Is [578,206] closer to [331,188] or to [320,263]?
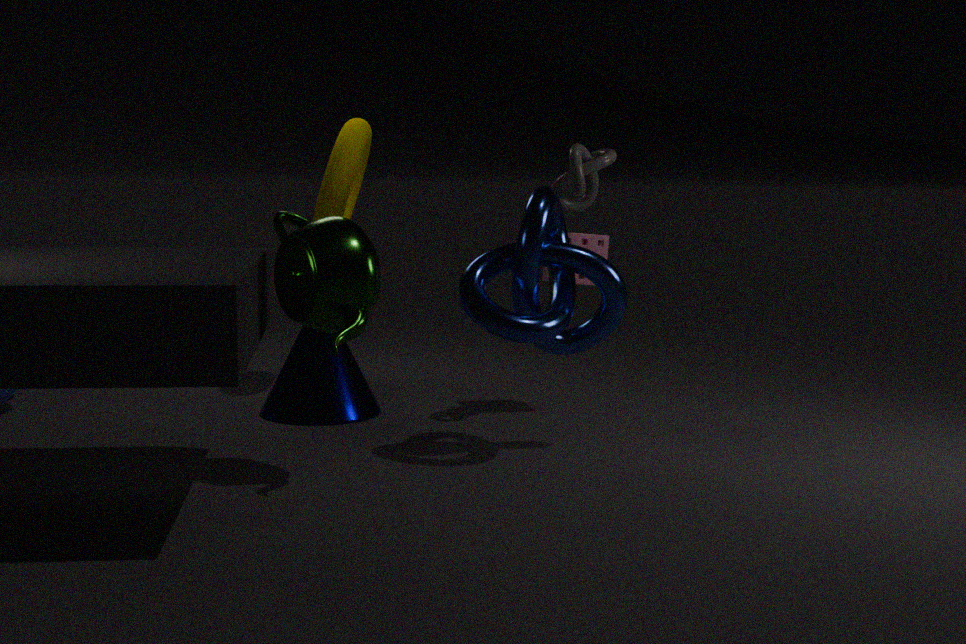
[331,188]
